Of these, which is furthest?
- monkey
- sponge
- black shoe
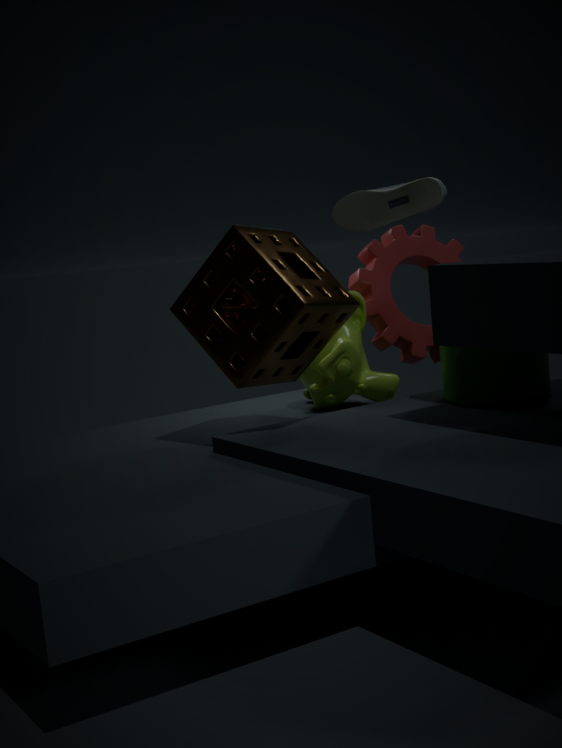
black shoe
